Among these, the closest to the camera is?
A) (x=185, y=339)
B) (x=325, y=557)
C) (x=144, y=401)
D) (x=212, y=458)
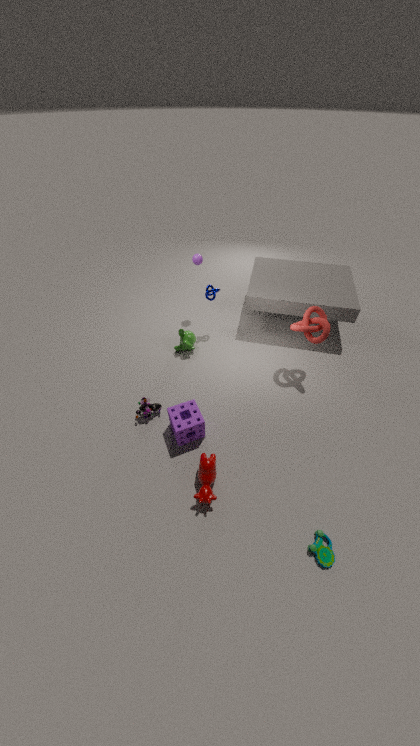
(x=325, y=557)
